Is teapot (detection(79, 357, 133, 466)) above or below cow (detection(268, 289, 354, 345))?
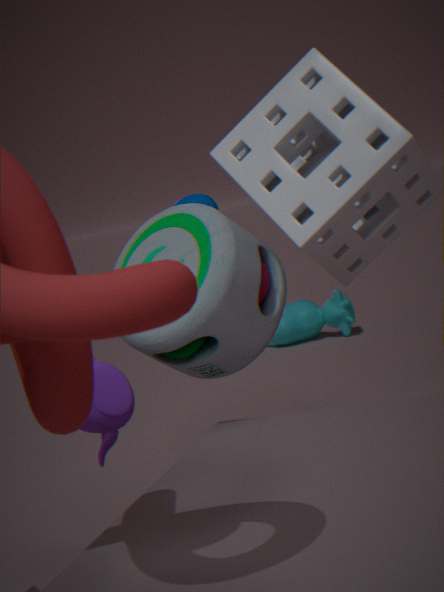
above
